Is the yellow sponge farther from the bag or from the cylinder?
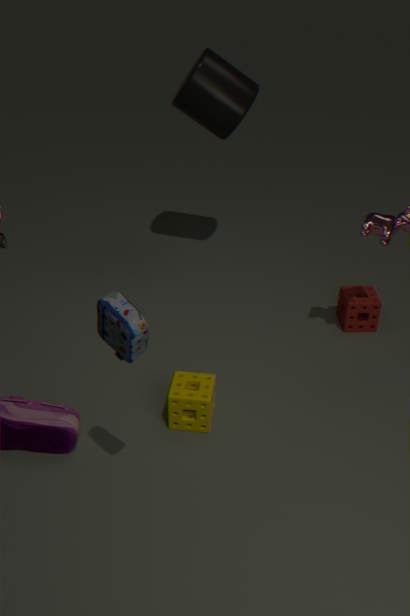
the cylinder
